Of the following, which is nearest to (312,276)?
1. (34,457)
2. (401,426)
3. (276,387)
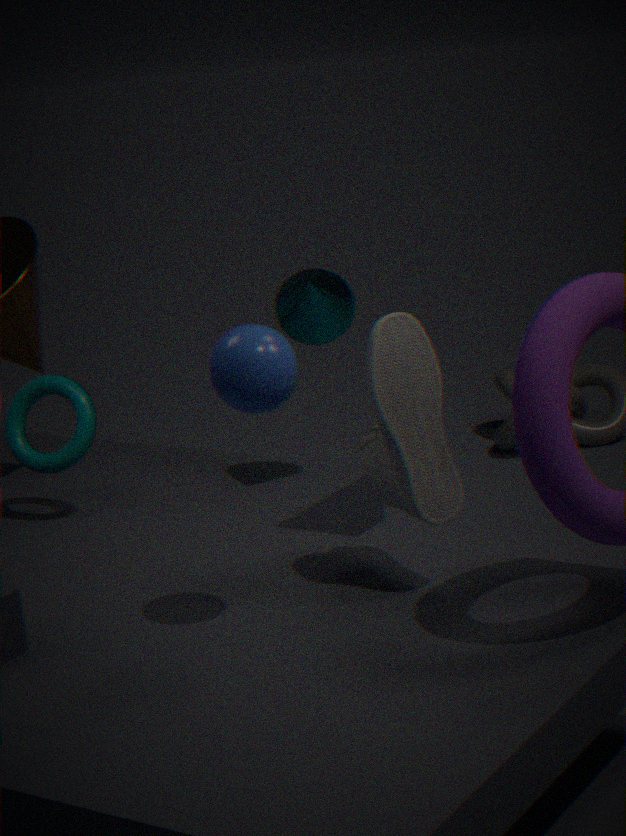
(34,457)
